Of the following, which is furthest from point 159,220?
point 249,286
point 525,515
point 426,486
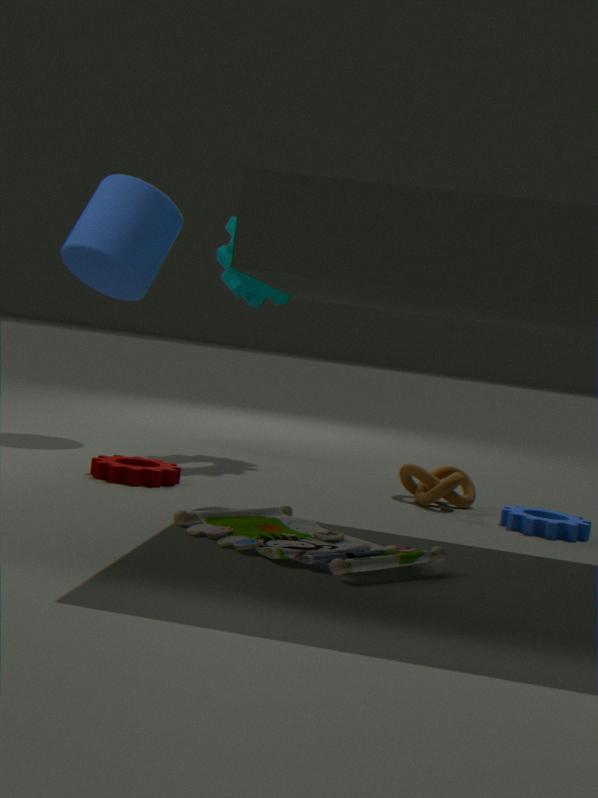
point 525,515
